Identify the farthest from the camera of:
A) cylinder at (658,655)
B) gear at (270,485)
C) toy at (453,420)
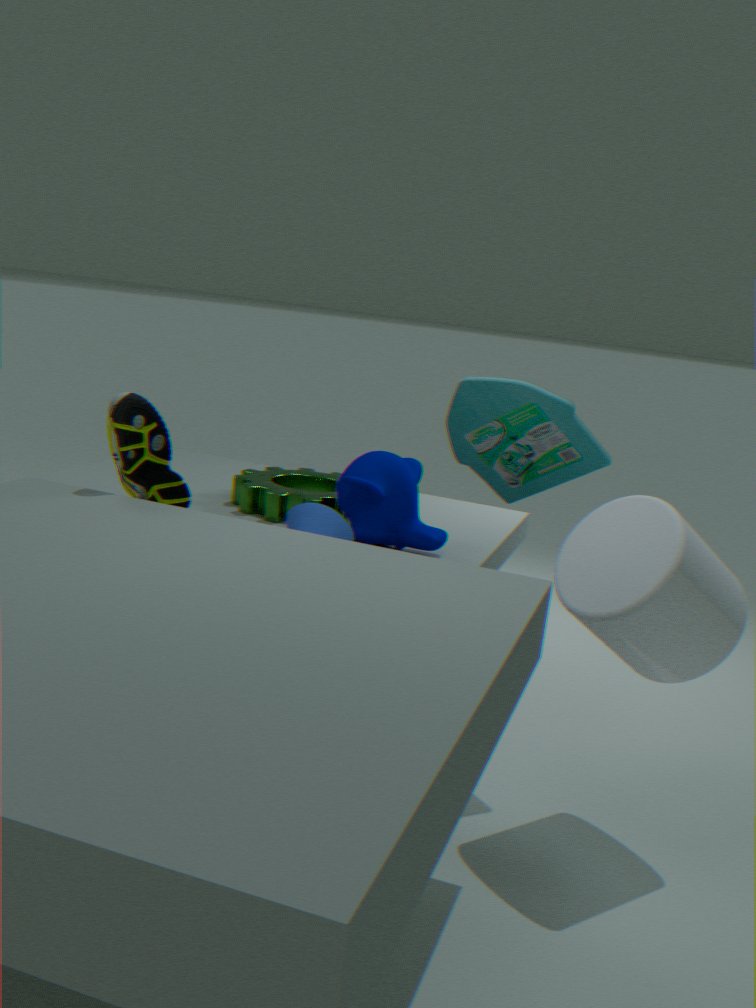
gear at (270,485)
